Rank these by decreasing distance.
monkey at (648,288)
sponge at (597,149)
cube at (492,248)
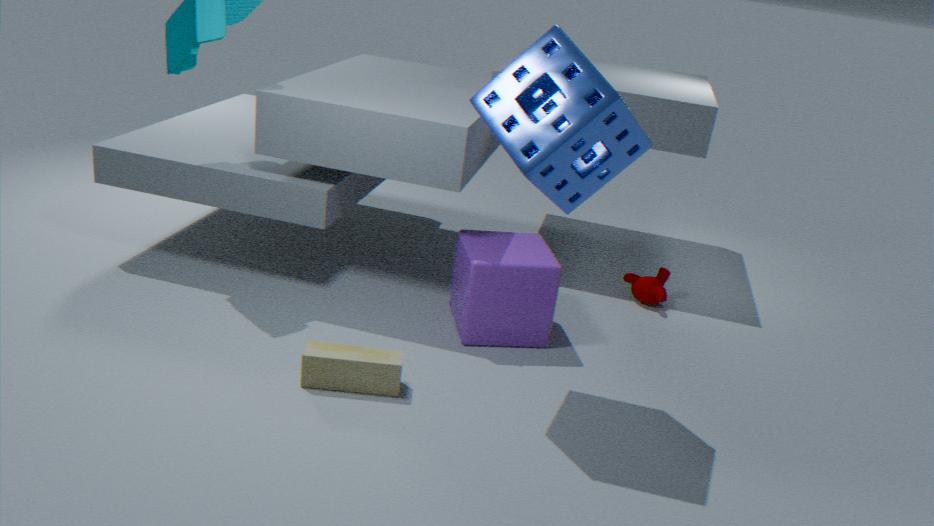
1. monkey at (648,288)
2. cube at (492,248)
3. sponge at (597,149)
